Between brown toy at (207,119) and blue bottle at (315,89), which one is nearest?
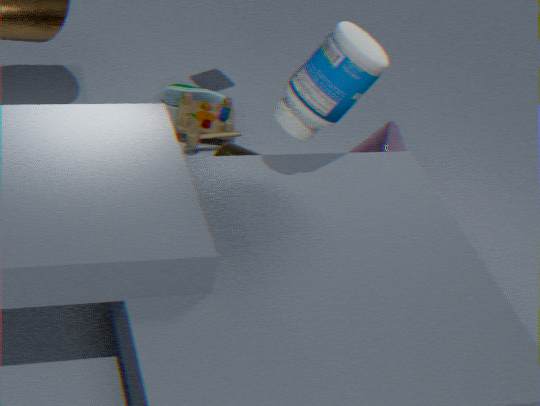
blue bottle at (315,89)
